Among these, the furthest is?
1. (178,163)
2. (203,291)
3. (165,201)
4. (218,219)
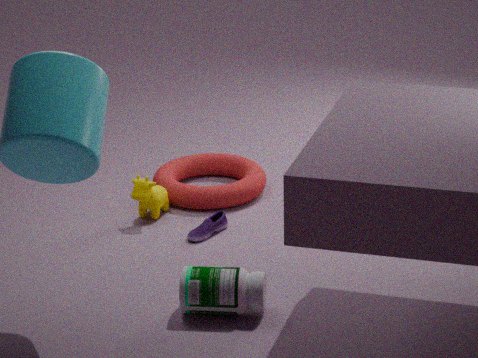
(178,163)
